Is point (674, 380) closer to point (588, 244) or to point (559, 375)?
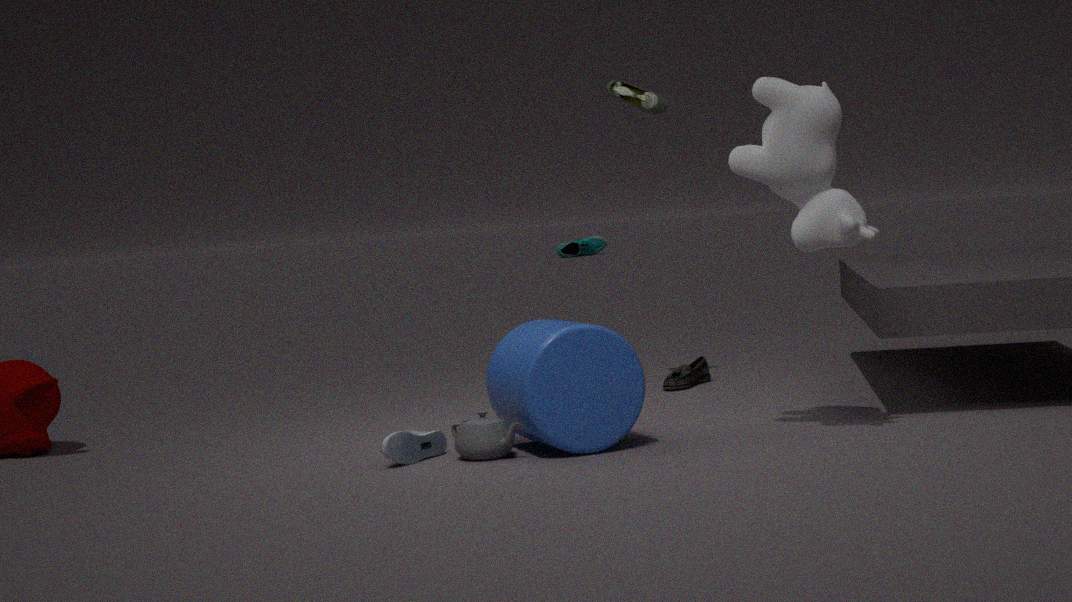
point (559, 375)
